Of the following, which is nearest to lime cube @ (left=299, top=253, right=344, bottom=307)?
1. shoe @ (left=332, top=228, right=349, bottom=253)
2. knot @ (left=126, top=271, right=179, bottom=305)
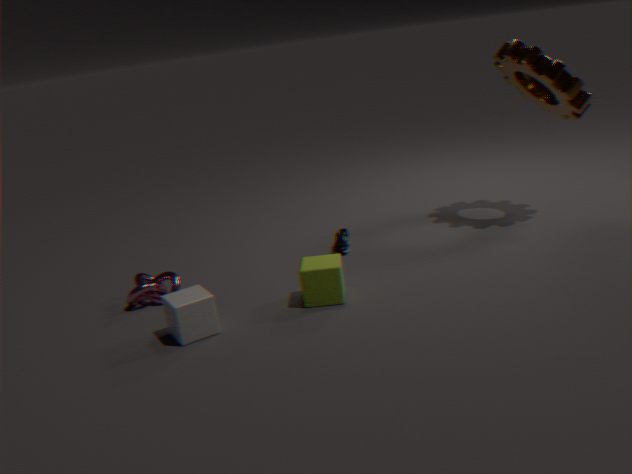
shoe @ (left=332, top=228, right=349, bottom=253)
